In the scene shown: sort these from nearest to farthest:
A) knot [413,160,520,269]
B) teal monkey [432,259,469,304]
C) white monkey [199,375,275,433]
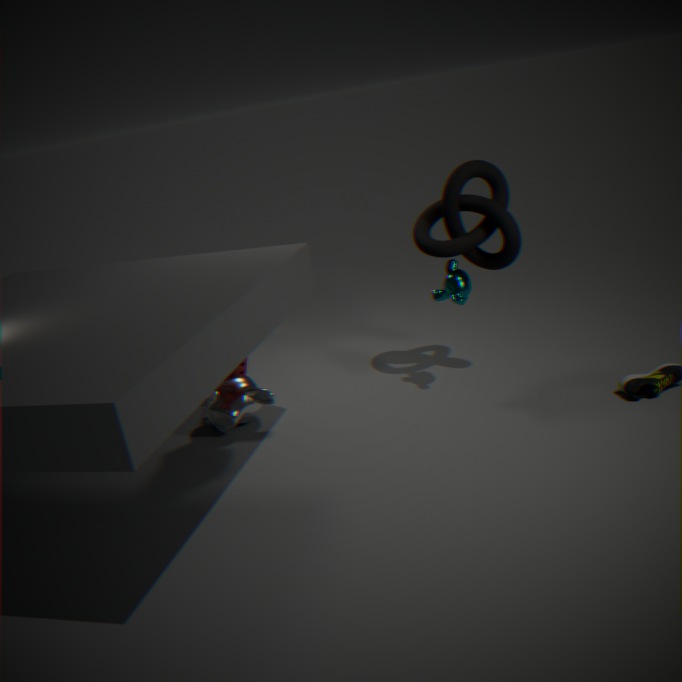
teal monkey [432,259,469,304] → knot [413,160,520,269] → white monkey [199,375,275,433]
